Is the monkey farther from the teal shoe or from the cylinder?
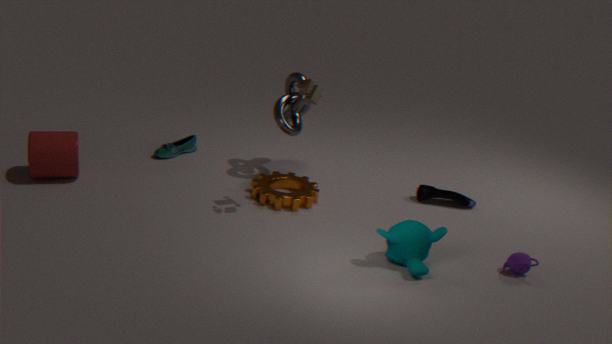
the cylinder
